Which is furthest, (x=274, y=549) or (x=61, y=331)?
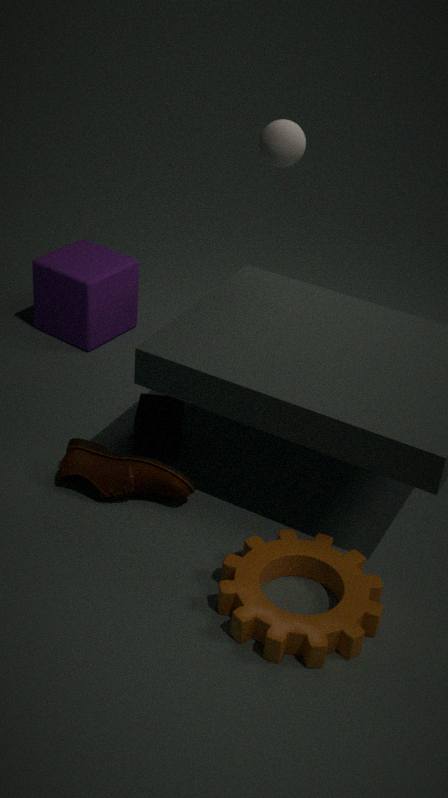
(x=61, y=331)
